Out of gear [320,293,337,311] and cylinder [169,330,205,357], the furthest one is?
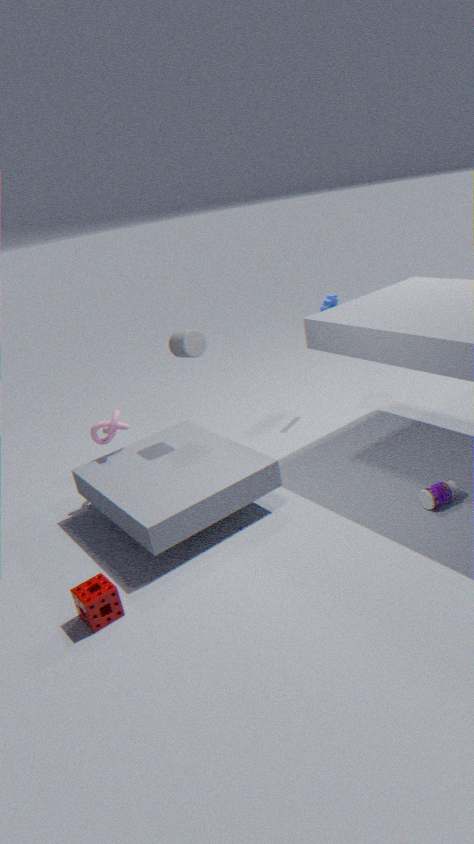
gear [320,293,337,311]
